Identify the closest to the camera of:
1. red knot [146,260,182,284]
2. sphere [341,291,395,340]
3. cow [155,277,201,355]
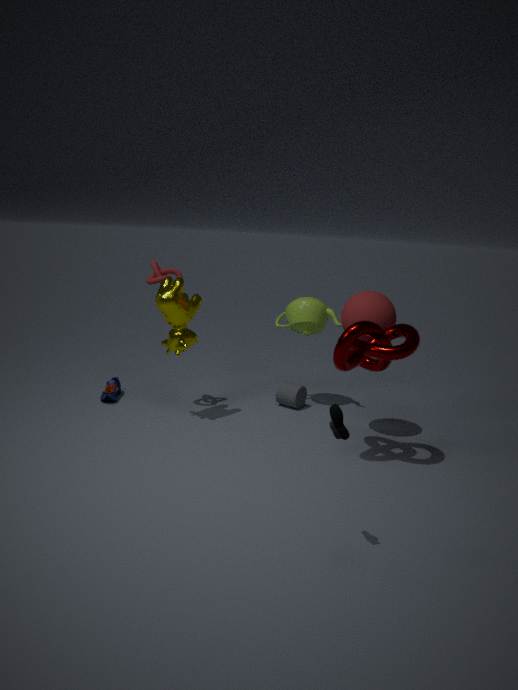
sphere [341,291,395,340]
